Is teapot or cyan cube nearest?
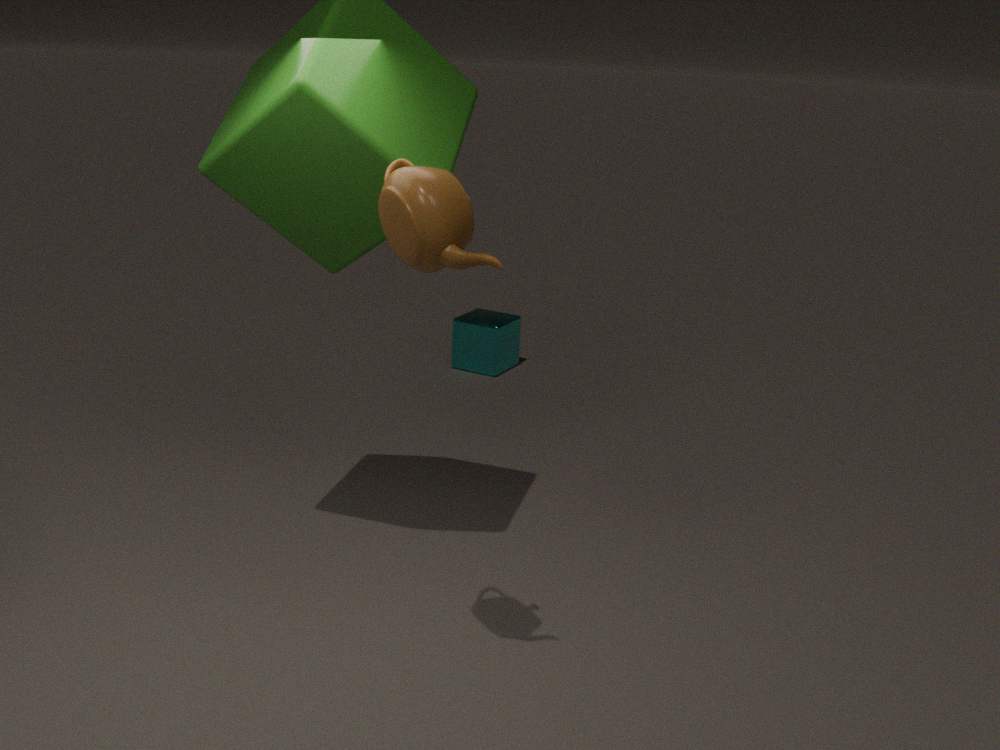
teapot
